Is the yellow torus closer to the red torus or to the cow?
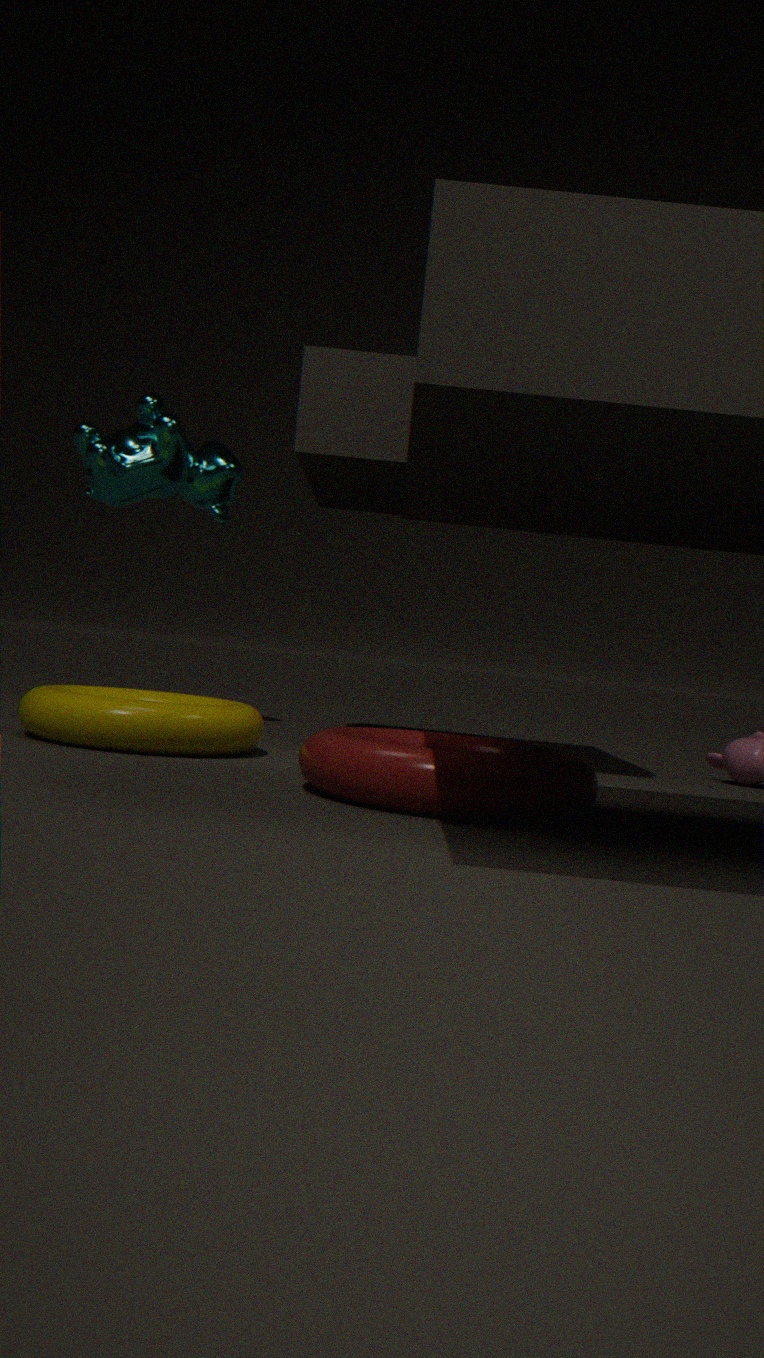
the red torus
